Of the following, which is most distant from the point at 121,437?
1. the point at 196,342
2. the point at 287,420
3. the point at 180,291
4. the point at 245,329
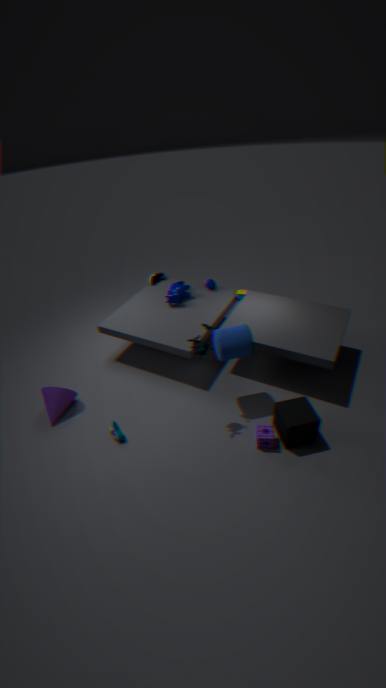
the point at 180,291
